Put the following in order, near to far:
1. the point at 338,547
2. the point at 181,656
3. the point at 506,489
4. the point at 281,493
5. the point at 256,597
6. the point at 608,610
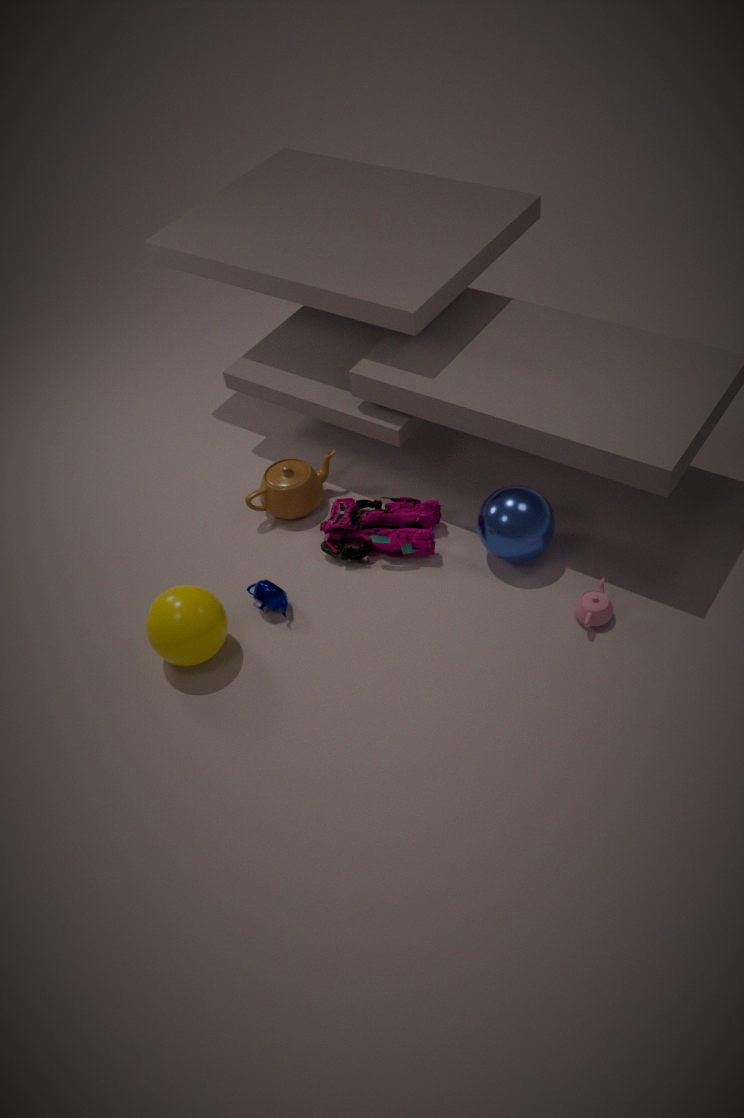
the point at 181,656 → the point at 608,610 → the point at 506,489 → the point at 256,597 → the point at 338,547 → the point at 281,493
